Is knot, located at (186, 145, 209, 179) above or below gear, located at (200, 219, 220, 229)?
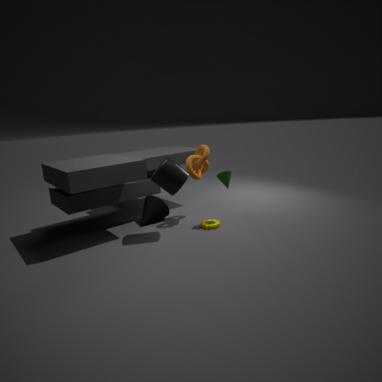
above
